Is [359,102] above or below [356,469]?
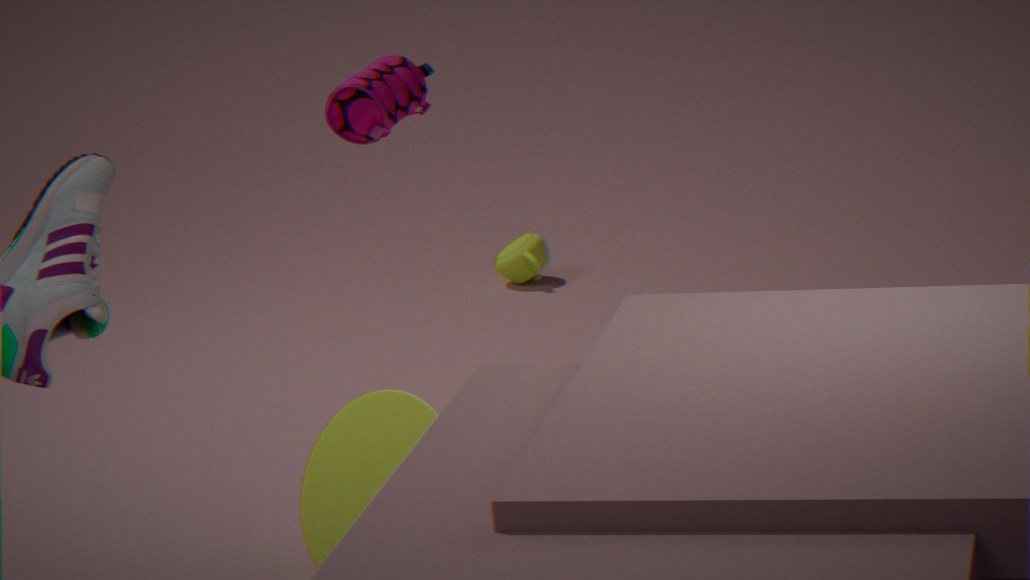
above
